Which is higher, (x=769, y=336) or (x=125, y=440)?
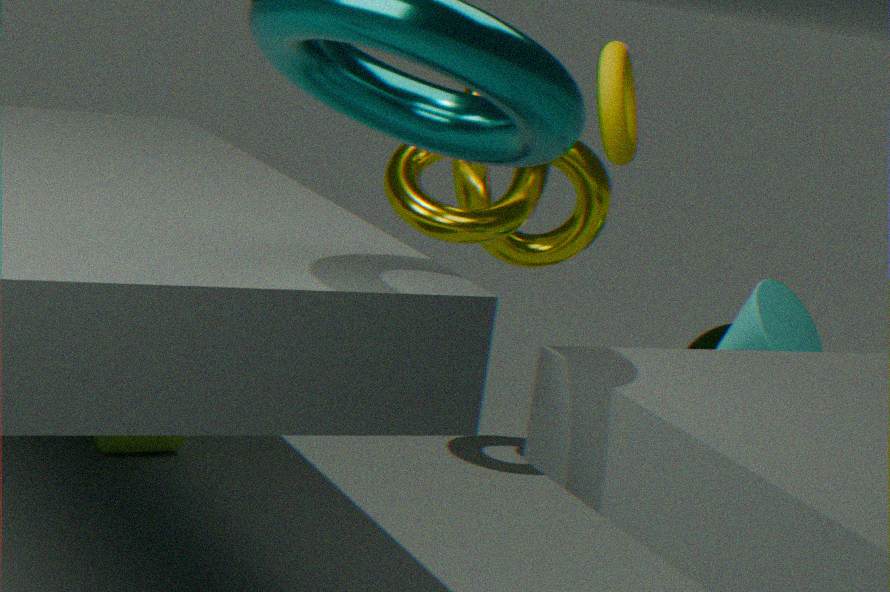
(x=769, y=336)
